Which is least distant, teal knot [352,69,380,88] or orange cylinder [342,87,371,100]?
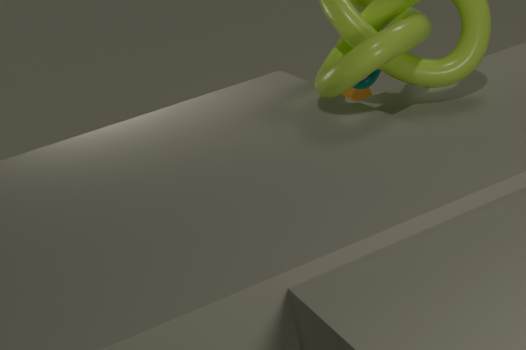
teal knot [352,69,380,88]
